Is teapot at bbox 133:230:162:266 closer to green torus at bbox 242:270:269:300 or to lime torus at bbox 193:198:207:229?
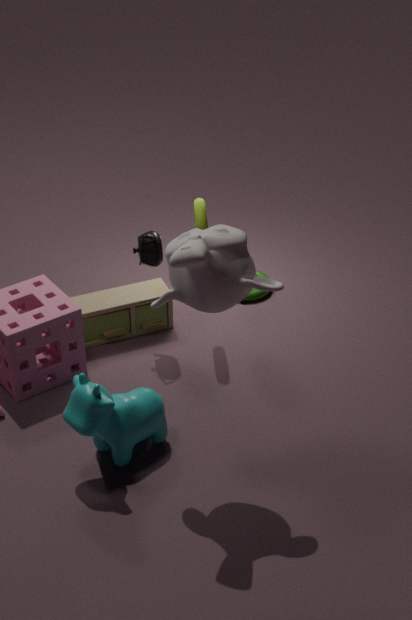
lime torus at bbox 193:198:207:229
